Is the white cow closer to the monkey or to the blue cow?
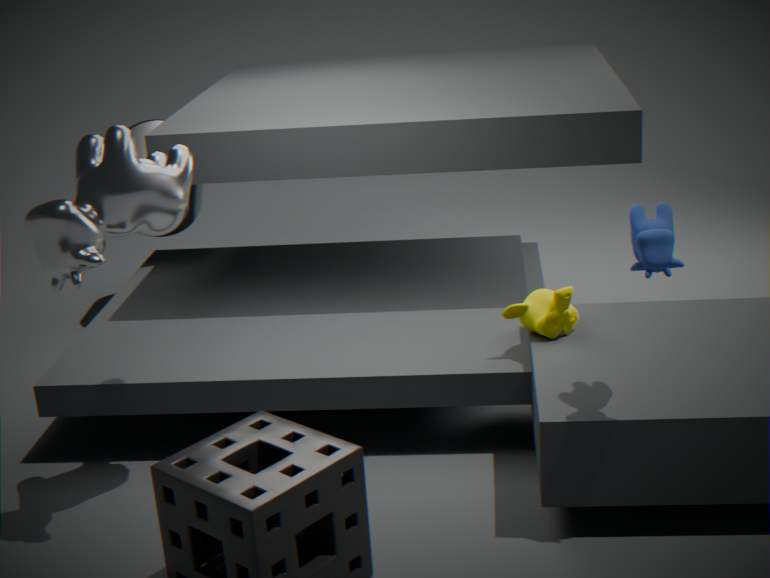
the monkey
